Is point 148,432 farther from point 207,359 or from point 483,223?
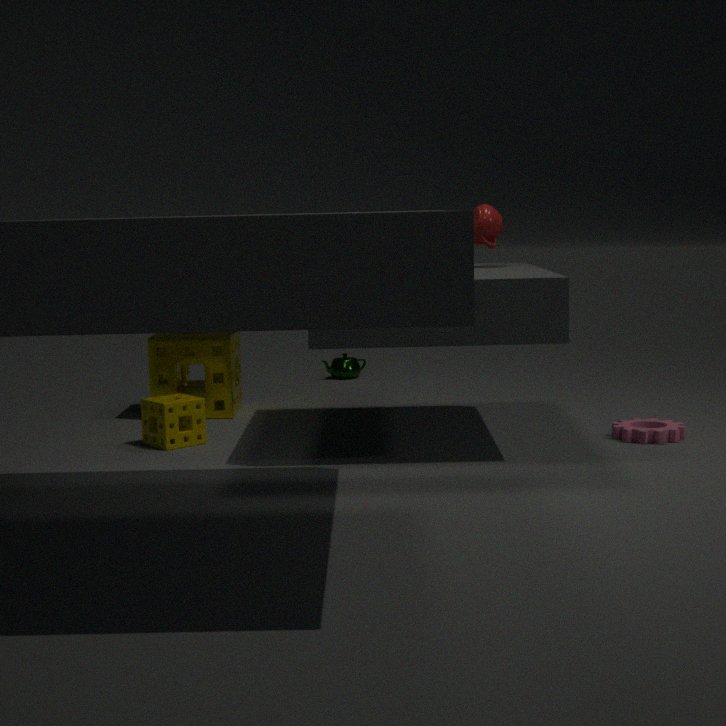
point 483,223
